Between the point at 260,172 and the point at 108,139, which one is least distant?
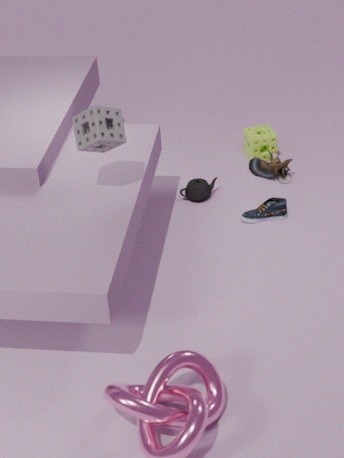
the point at 108,139
